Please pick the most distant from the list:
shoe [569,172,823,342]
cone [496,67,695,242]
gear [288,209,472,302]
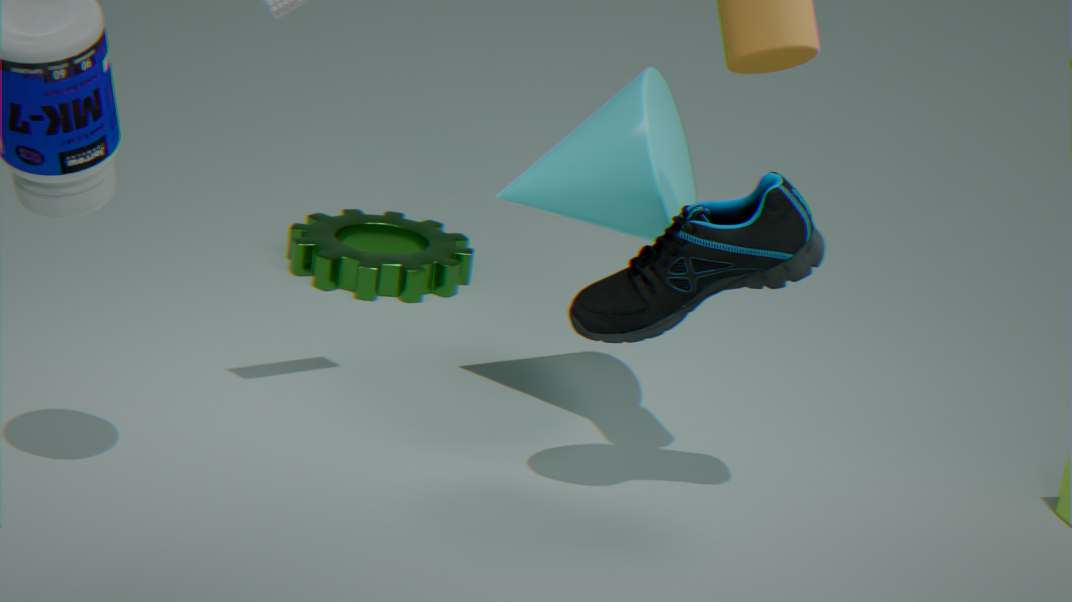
gear [288,209,472,302]
